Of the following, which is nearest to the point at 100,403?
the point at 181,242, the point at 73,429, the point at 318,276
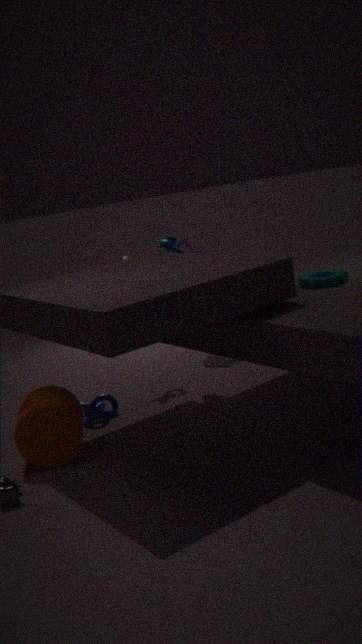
the point at 73,429
